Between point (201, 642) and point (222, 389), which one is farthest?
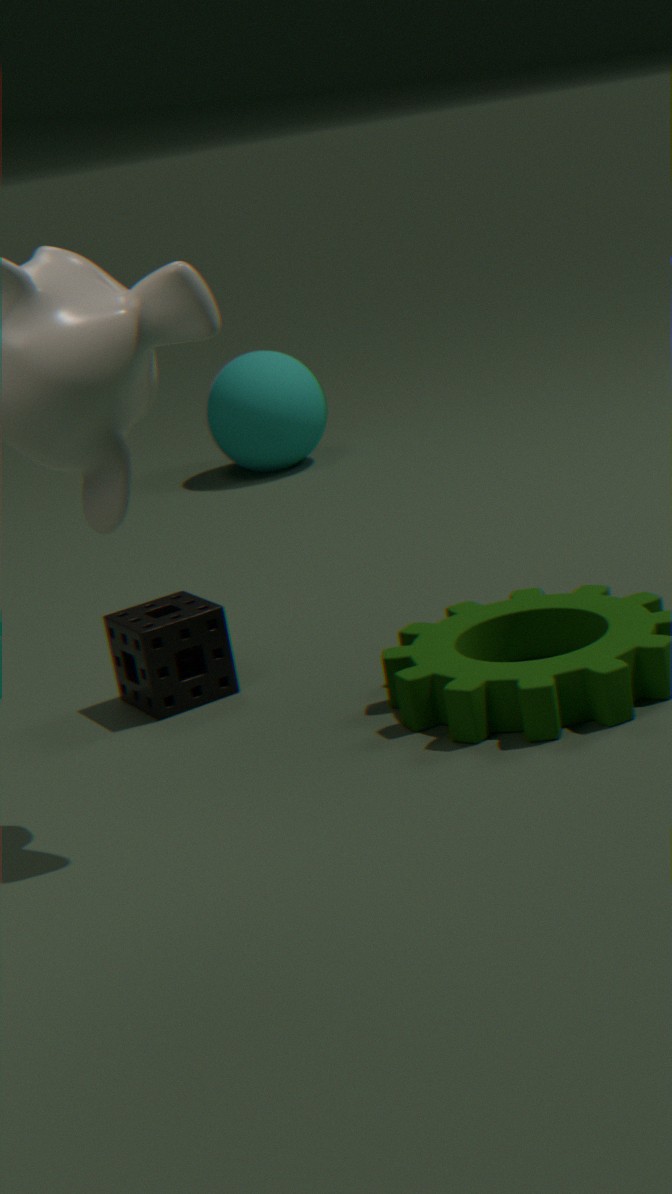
point (222, 389)
